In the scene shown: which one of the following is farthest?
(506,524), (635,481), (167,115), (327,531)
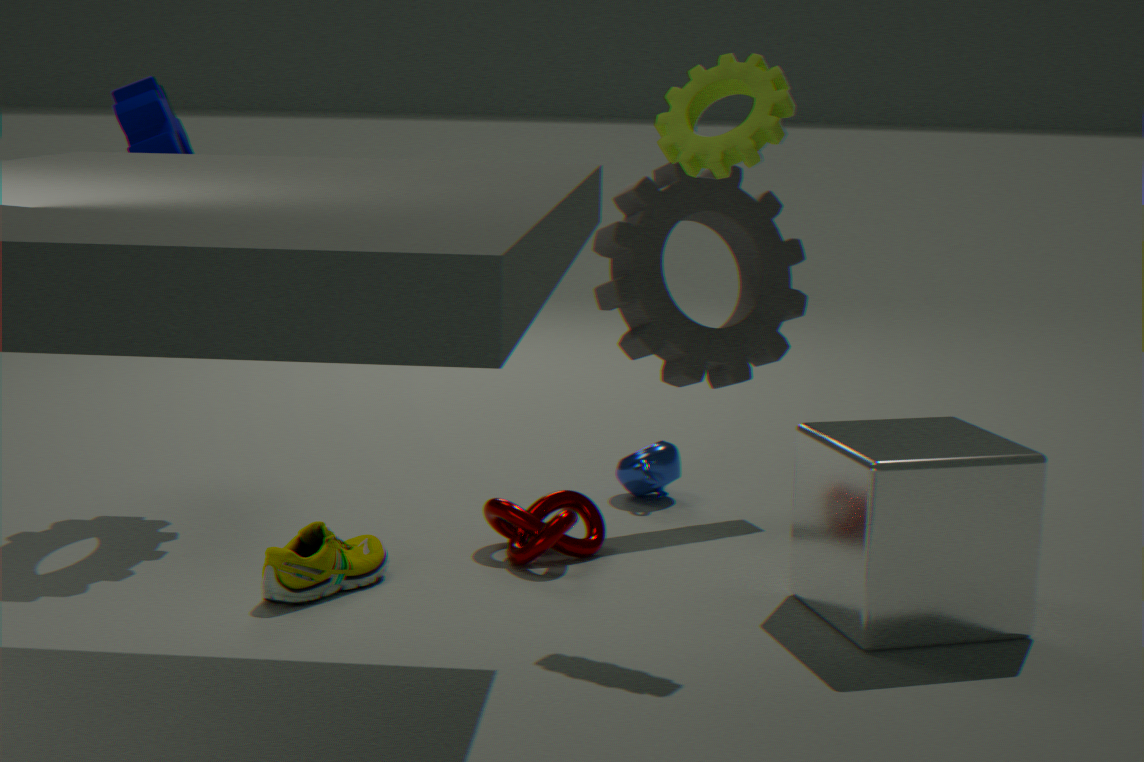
(635,481)
